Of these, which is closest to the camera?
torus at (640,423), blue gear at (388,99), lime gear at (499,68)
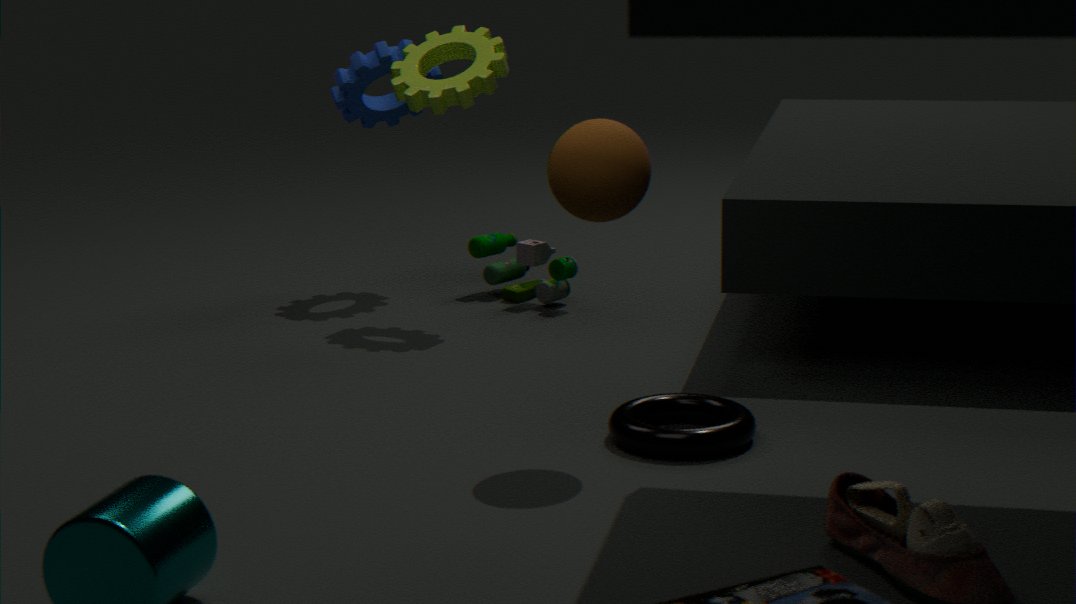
torus at (640,423)
